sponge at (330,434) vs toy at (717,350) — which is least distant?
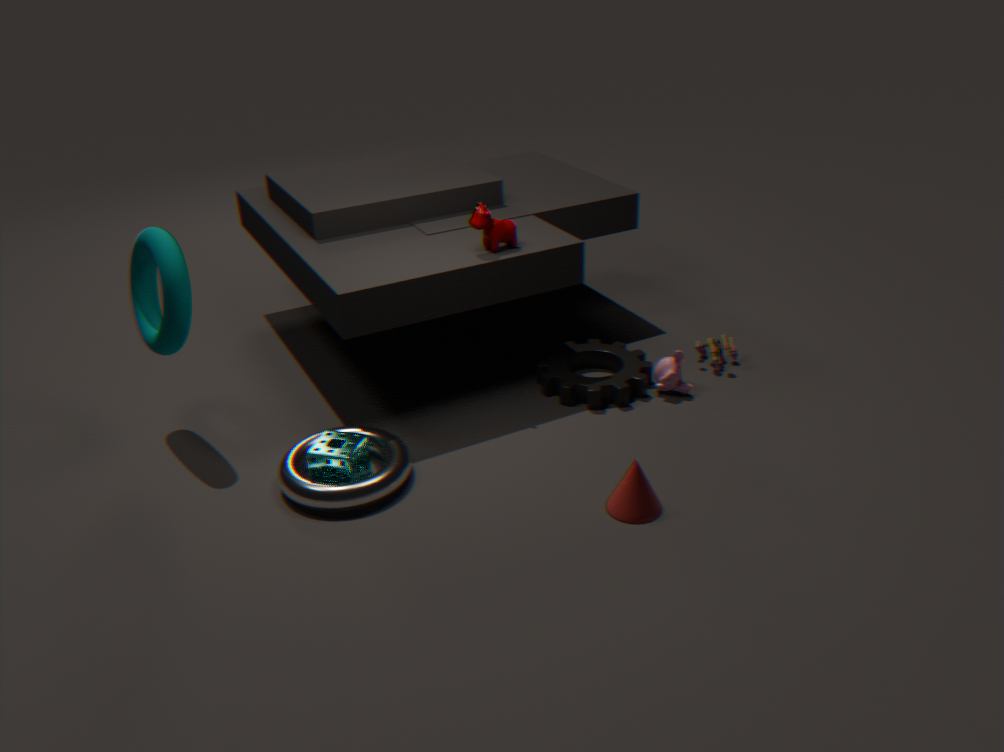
sponge at (330,434)
